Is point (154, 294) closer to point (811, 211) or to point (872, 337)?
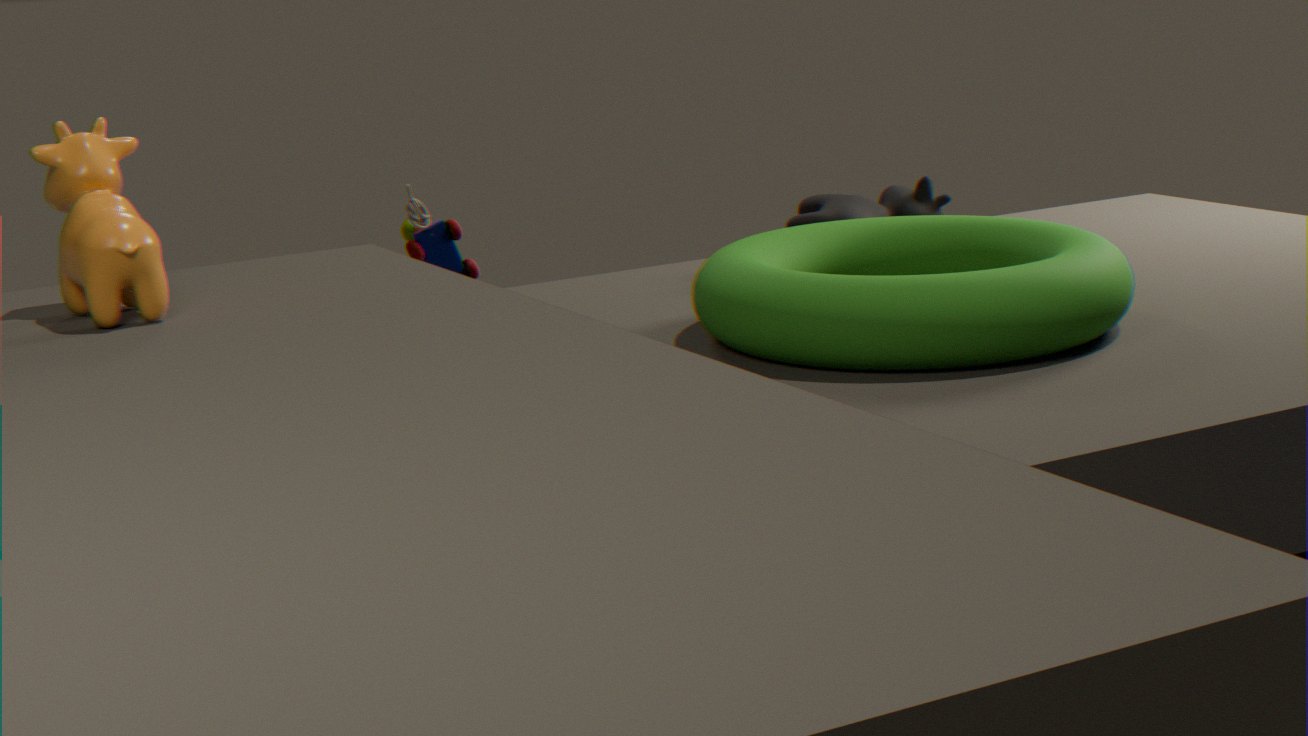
point (872, 337)
